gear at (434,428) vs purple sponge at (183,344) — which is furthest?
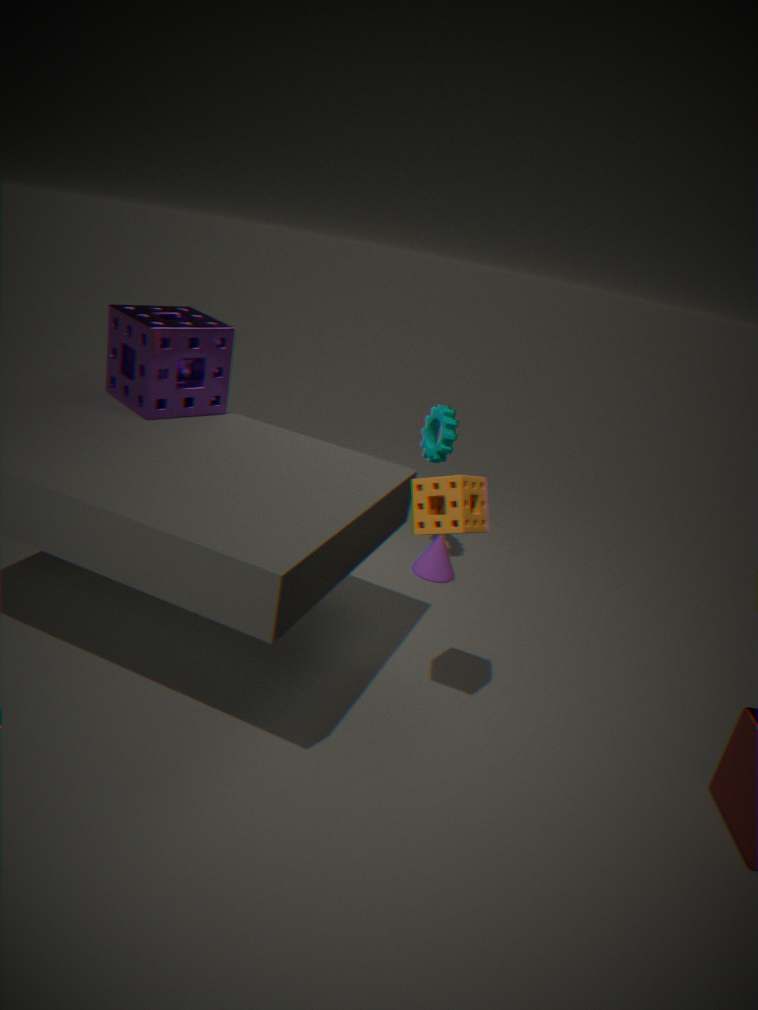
gear at (434,428)
